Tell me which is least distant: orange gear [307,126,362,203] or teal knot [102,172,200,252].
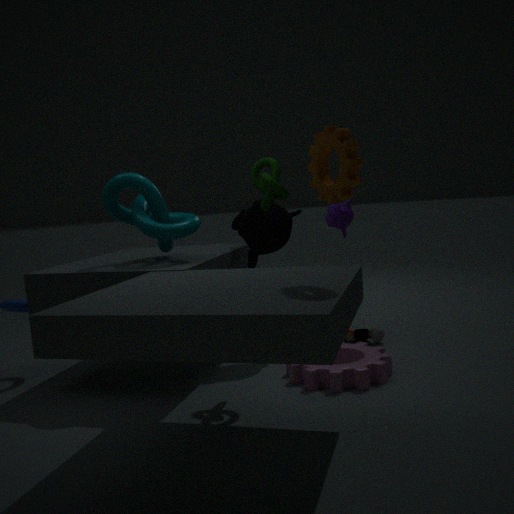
orange gear [307,126,362,203]
